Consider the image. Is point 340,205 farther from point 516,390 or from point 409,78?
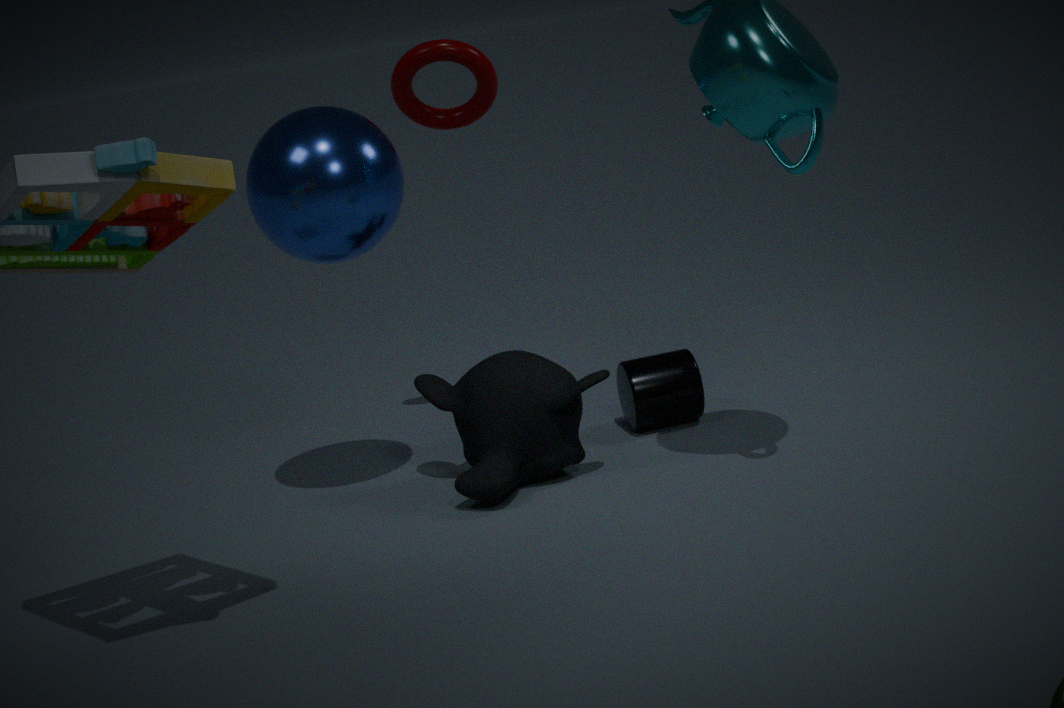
A: point 516,390
